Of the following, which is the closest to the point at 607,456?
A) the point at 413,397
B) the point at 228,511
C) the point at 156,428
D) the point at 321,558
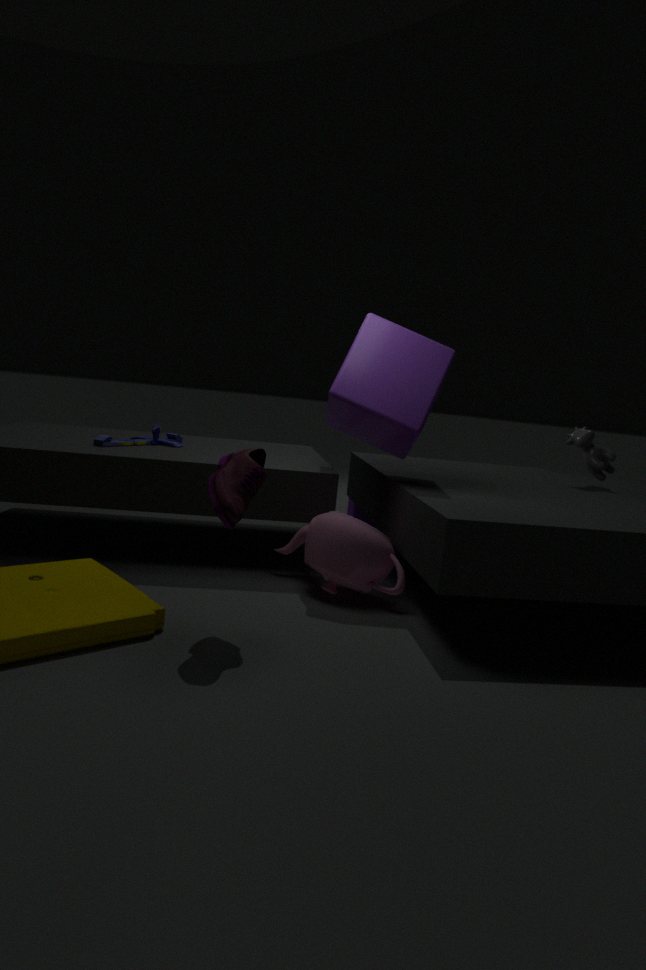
the point at 413,397
